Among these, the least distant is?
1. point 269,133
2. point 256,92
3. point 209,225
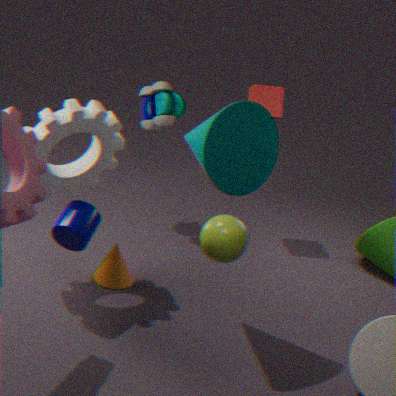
point 209,225
